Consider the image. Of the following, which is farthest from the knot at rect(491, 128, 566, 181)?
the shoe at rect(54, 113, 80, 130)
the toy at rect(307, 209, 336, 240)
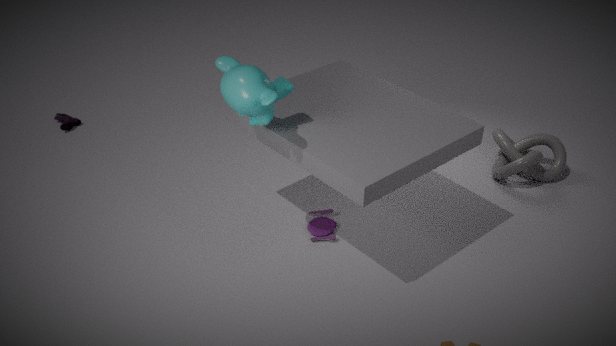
the shoe at rect(54, 113, 80, 130)
